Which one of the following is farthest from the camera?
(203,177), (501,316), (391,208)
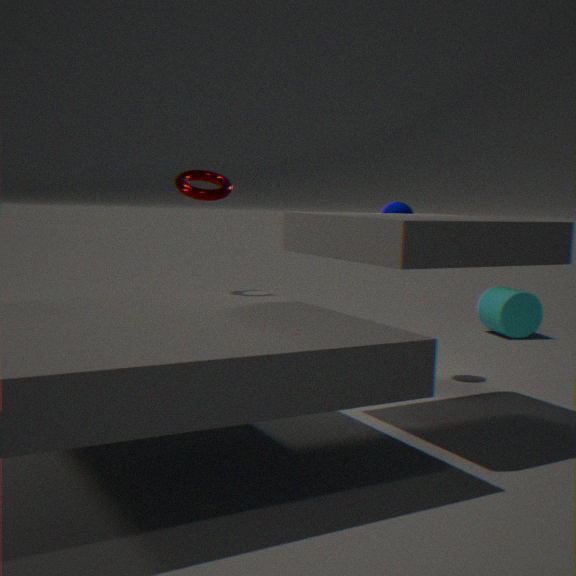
(501,316)
